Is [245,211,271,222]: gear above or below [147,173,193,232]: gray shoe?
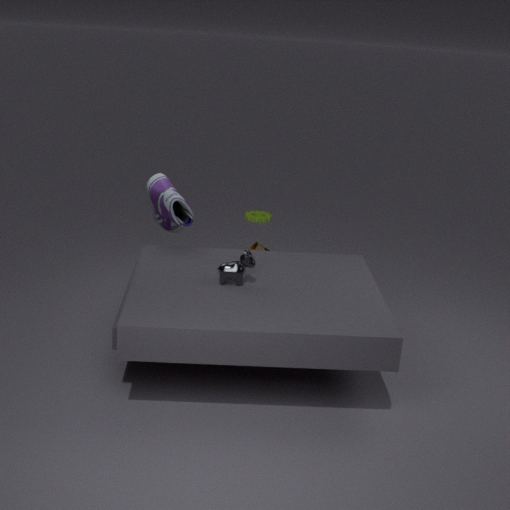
below
